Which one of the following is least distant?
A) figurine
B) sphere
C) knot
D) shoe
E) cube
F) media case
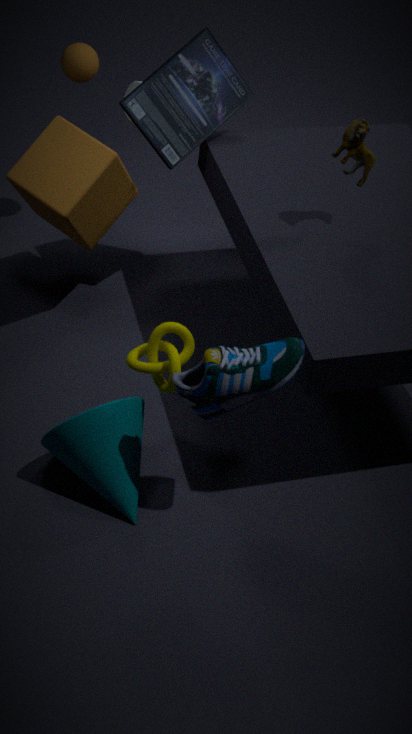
shoe
